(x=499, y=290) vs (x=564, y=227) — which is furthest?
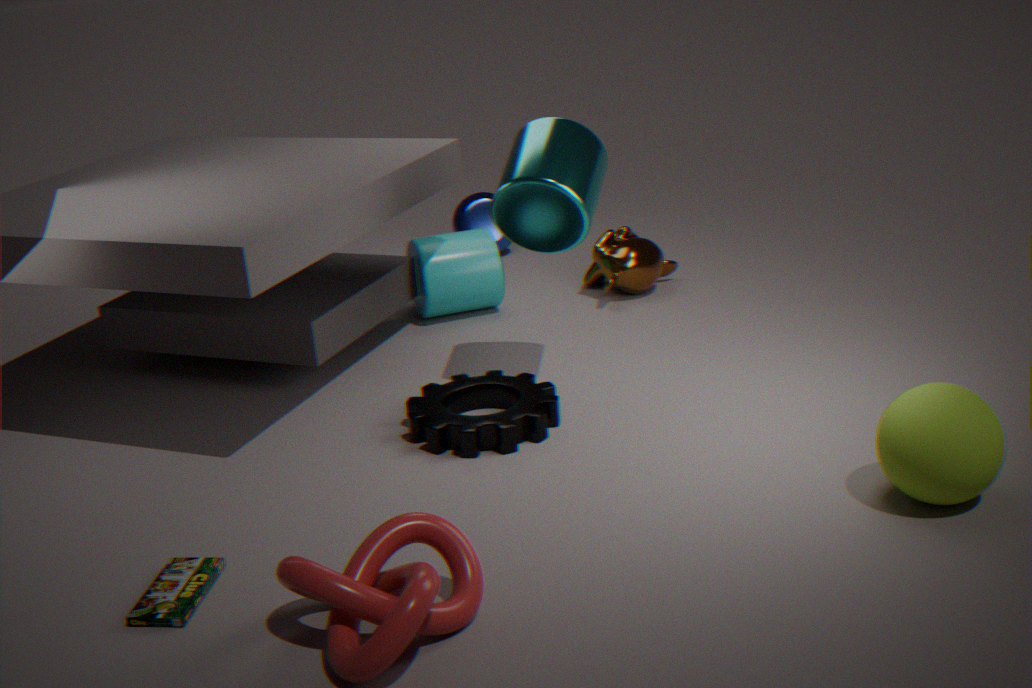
(x=499, y=290)
